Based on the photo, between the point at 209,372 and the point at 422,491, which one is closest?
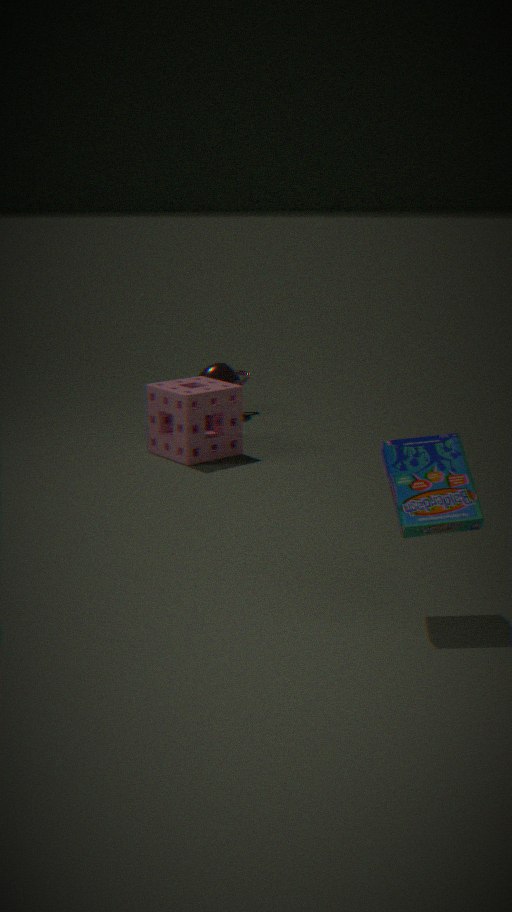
the point at 422,491
